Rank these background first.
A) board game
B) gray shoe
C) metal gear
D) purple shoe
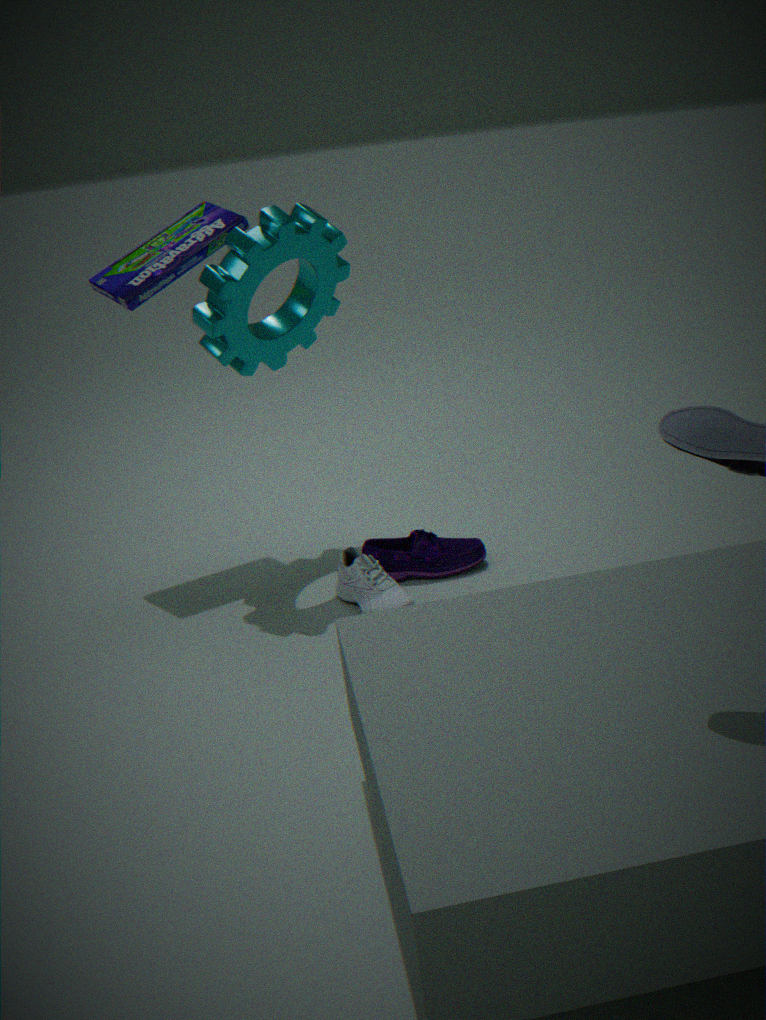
1. board game
2. purple shoe
3. metal gear
4. gray shoe
